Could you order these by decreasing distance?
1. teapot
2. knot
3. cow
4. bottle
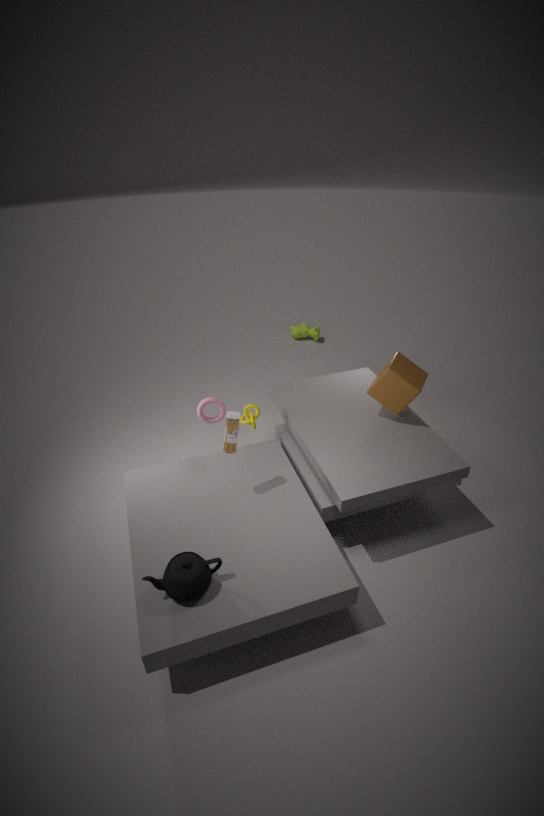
1. cow
2. knot
3. bottle
4. teapot
